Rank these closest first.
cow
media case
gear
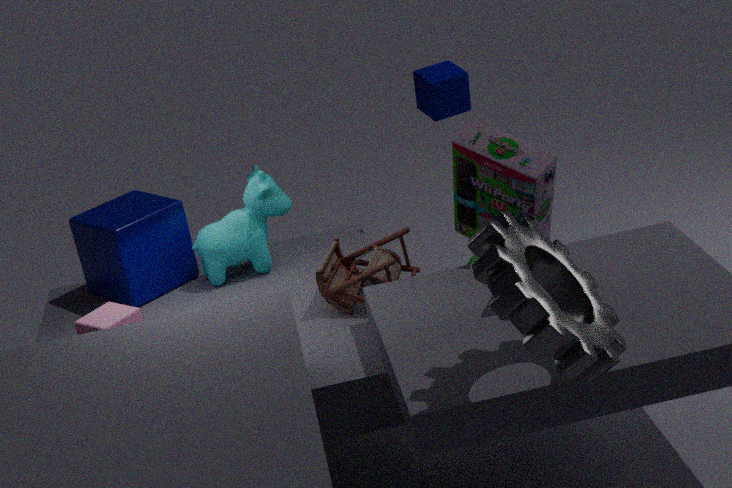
gear
media case
cow
